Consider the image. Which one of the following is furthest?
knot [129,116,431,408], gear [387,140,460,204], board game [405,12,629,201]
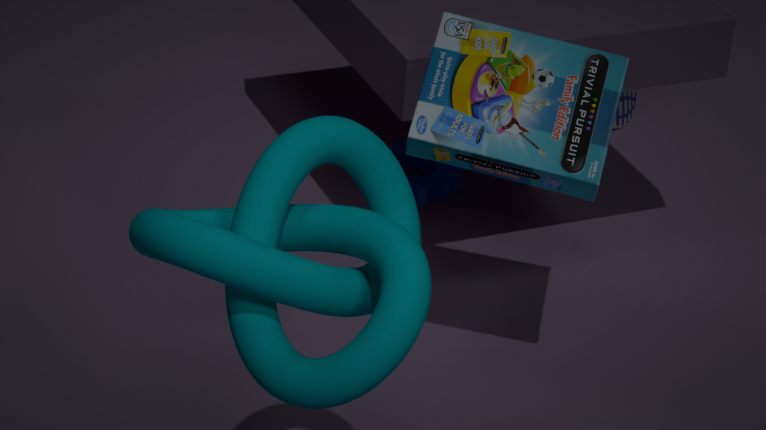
gear [387,140,460,204]
